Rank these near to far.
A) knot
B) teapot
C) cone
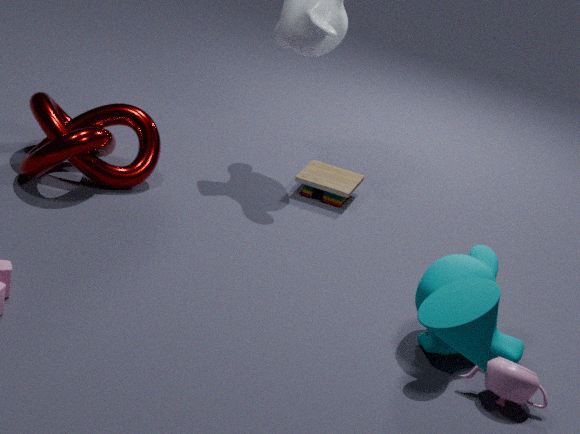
cone, teapot, knot
